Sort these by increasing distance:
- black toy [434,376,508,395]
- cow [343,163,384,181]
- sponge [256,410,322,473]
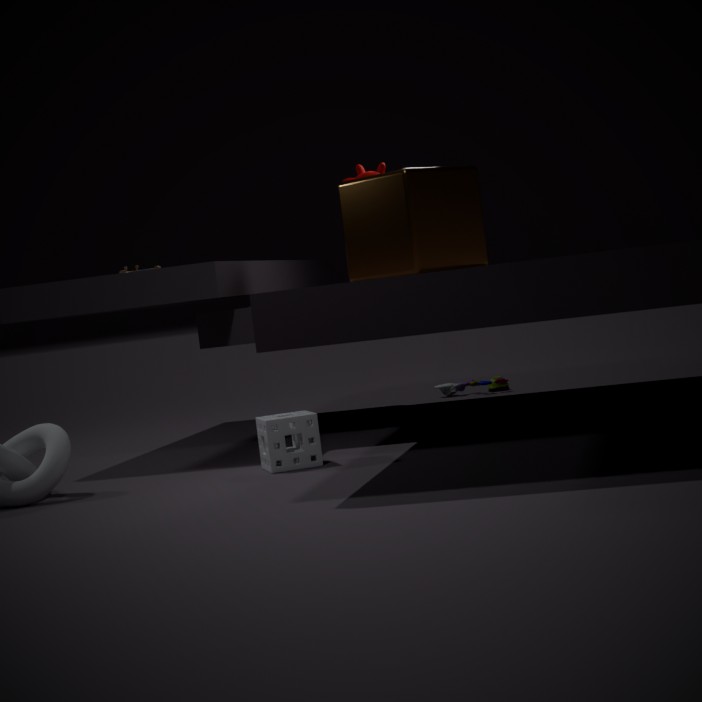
sponge [256,410,322,473] → cow [343,163,384,181] → black toy [434,376,508,395]
